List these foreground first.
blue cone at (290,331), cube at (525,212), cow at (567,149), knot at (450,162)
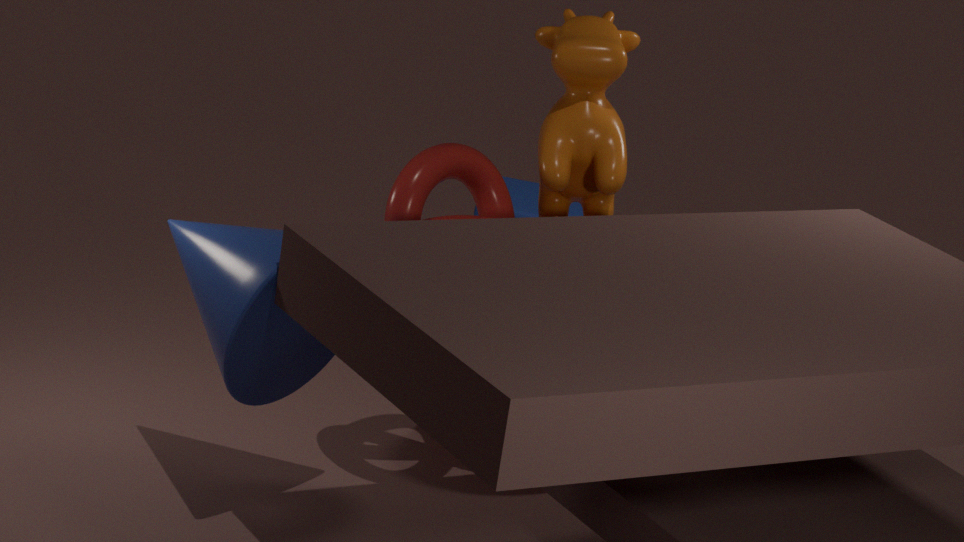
blue cone at (290,331)
knot at (450,162)
cow at (567,149)
cube at (525,212)
